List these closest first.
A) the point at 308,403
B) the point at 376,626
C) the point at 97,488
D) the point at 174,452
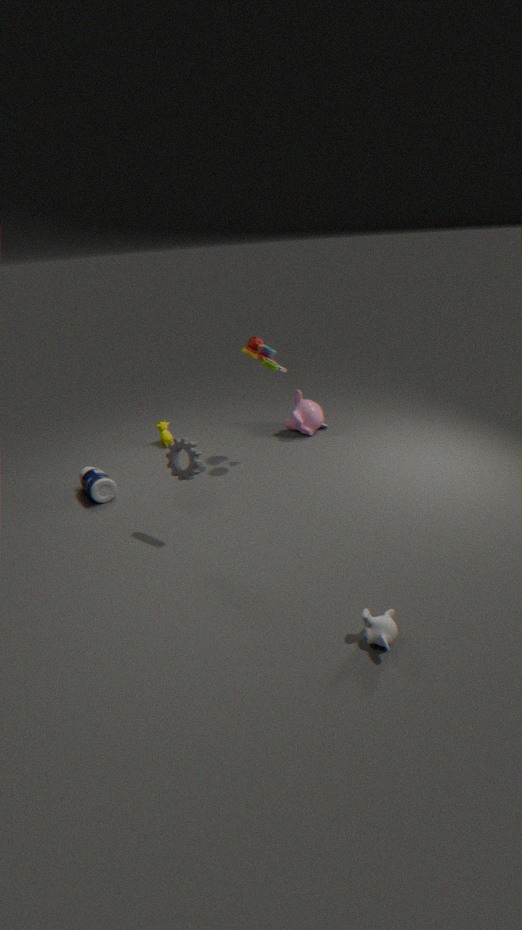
the point at 376,626
the point at 174,452
the point at 97,488
the point at 308,403
